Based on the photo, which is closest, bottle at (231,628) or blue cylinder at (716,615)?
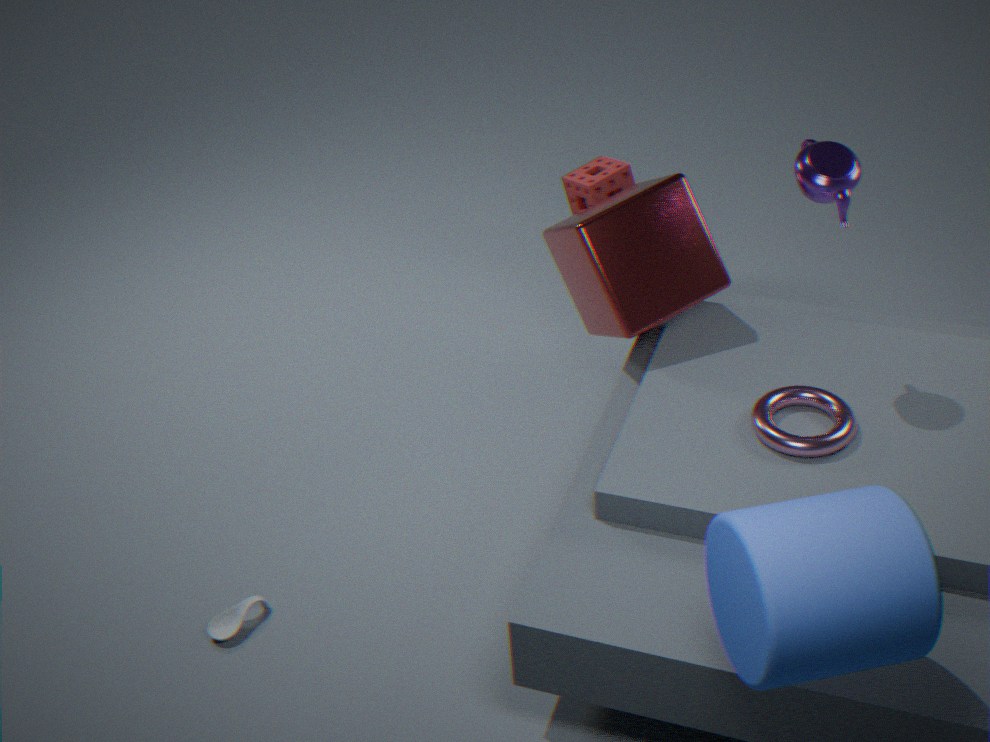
blue cylinder at (716,615)
